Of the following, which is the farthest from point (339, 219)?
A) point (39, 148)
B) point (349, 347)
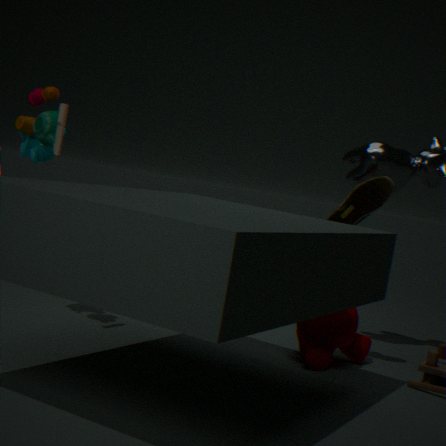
point (39, 148)
